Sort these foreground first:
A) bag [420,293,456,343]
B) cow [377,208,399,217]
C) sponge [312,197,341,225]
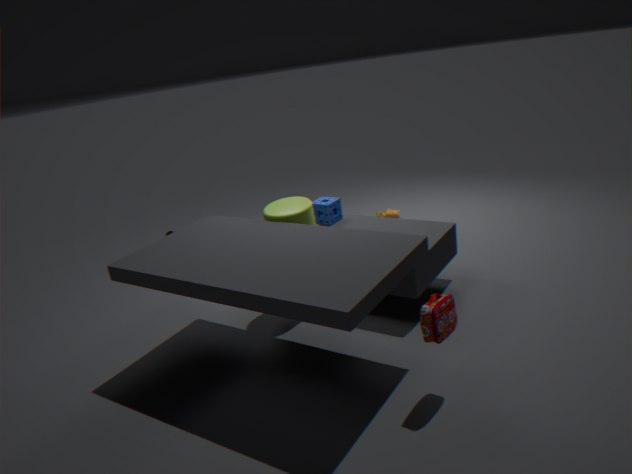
bag [420,293,456,343], sponge [312,197,341,225], cow [377,208,399,217]
